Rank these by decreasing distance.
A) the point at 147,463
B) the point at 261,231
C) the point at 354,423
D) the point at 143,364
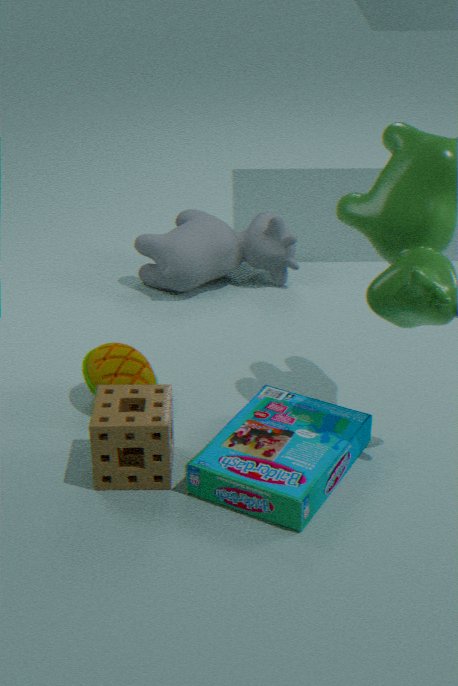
the point at 261,231
the point at 143,364
the point at 354,423
the point at 147,463
